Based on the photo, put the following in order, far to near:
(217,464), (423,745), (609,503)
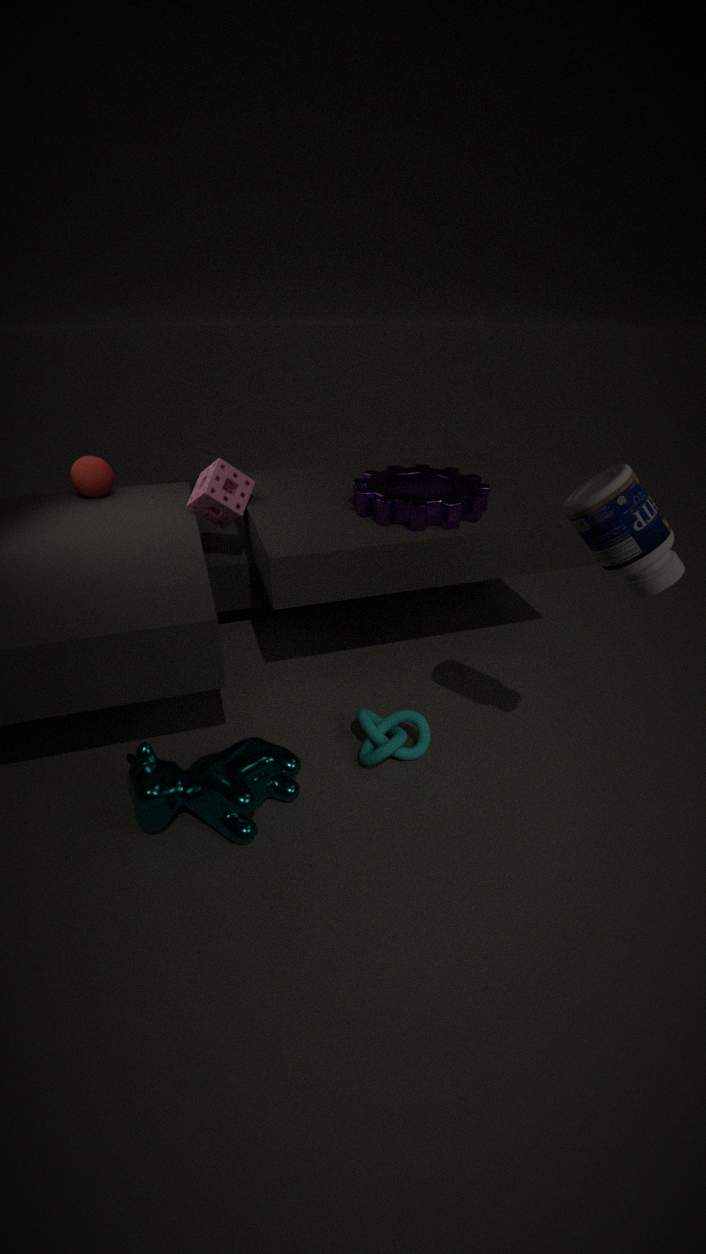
(217,464) → (423,745) → (609,503)
